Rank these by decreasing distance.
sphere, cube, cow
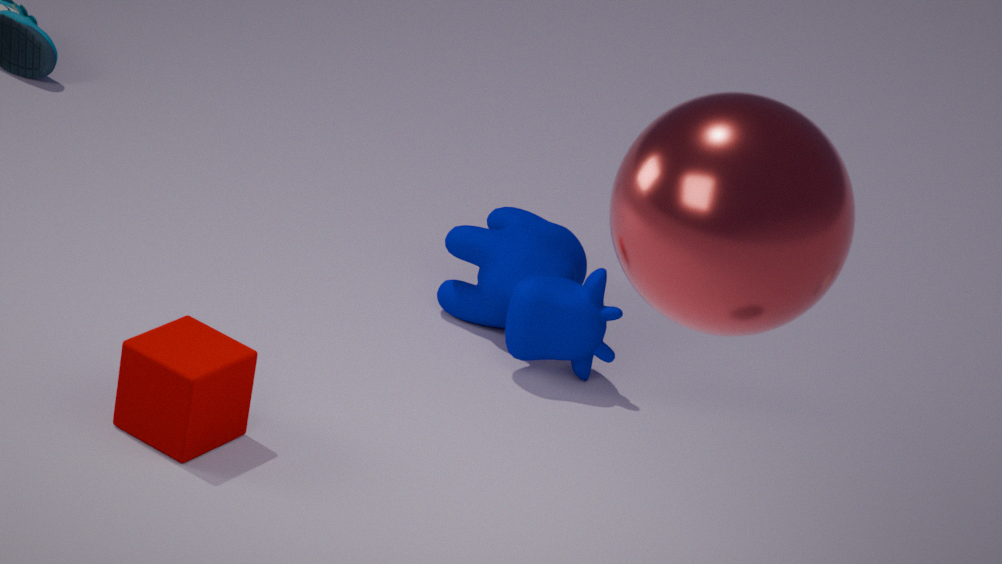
cow, cube, sphere
